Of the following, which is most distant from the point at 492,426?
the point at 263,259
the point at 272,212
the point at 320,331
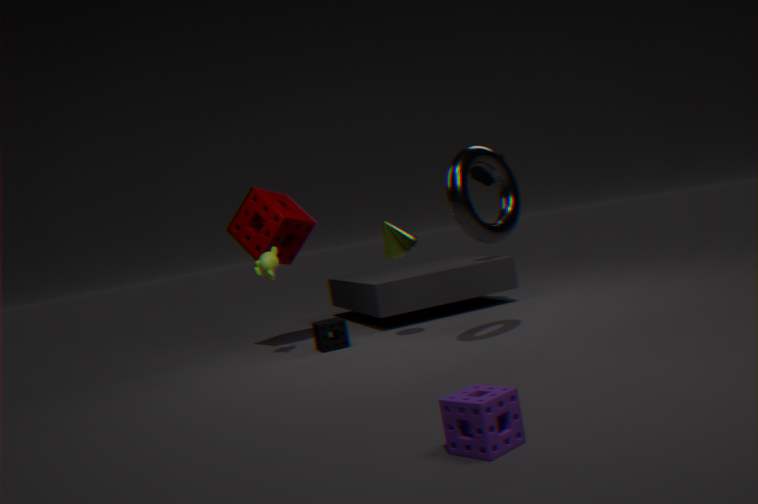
the point at 272,212
